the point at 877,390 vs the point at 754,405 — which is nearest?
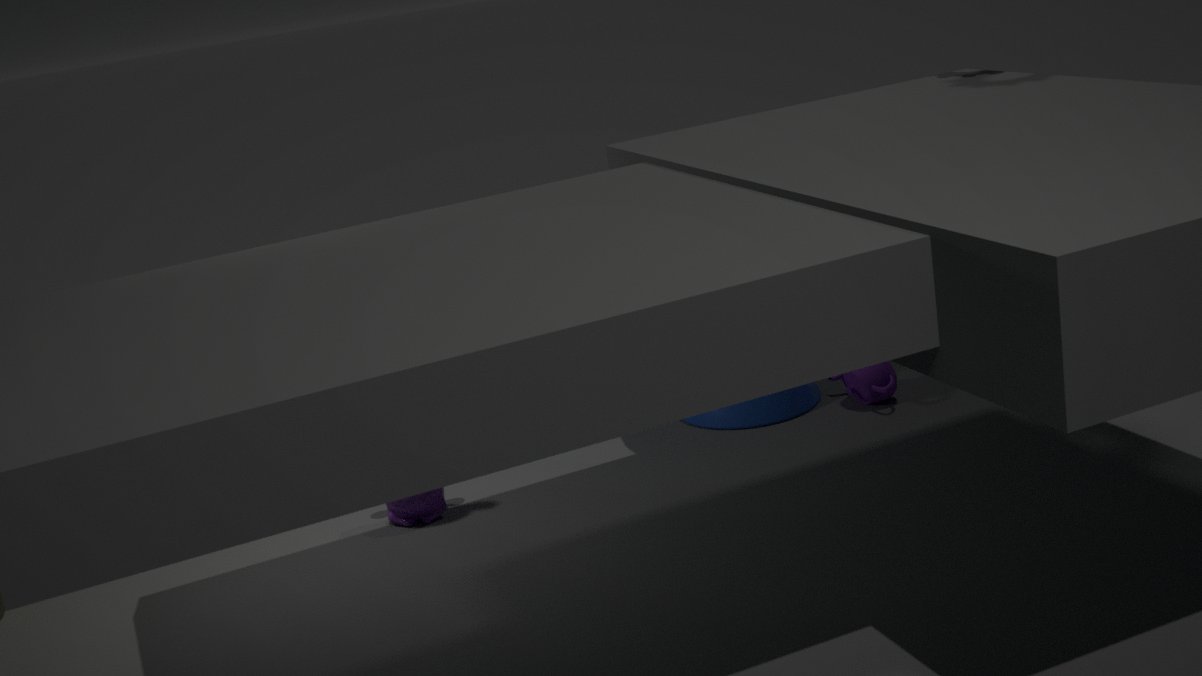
the point at 877,390
